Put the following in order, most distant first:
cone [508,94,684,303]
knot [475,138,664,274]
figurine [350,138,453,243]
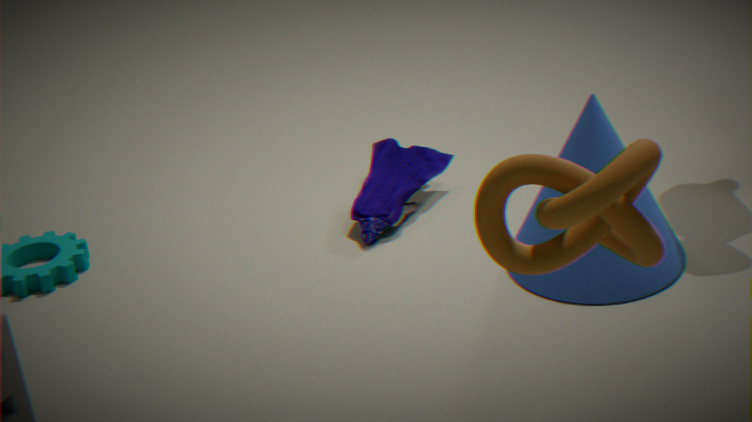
figurine [350,138,453,243] → cone [508,94,684,303] → knot [475,138,664,274]
